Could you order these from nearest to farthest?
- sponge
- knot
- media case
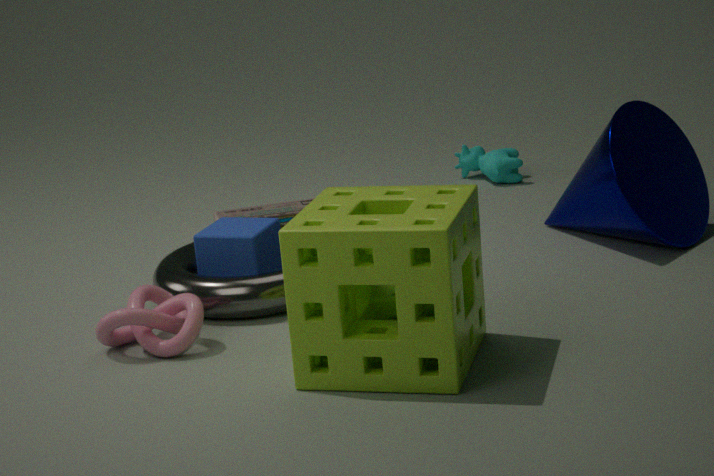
sponge → knot → media case
